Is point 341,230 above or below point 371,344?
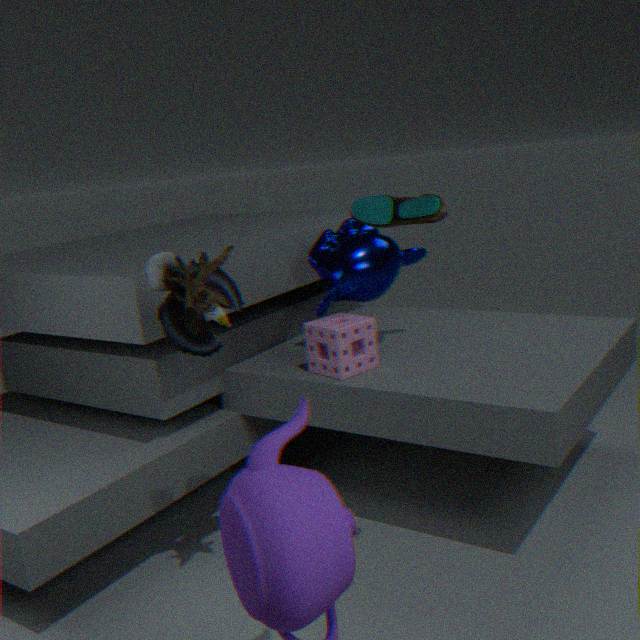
above
